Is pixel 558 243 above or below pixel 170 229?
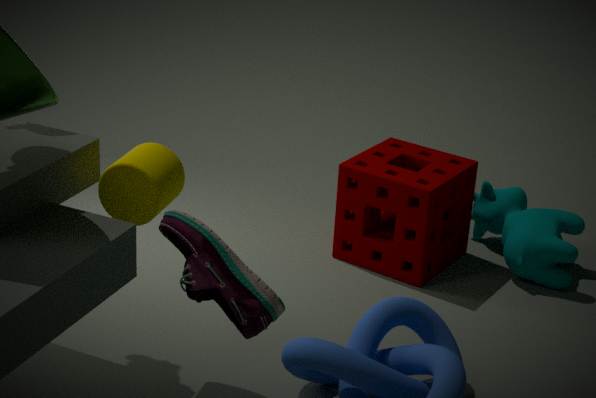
below
